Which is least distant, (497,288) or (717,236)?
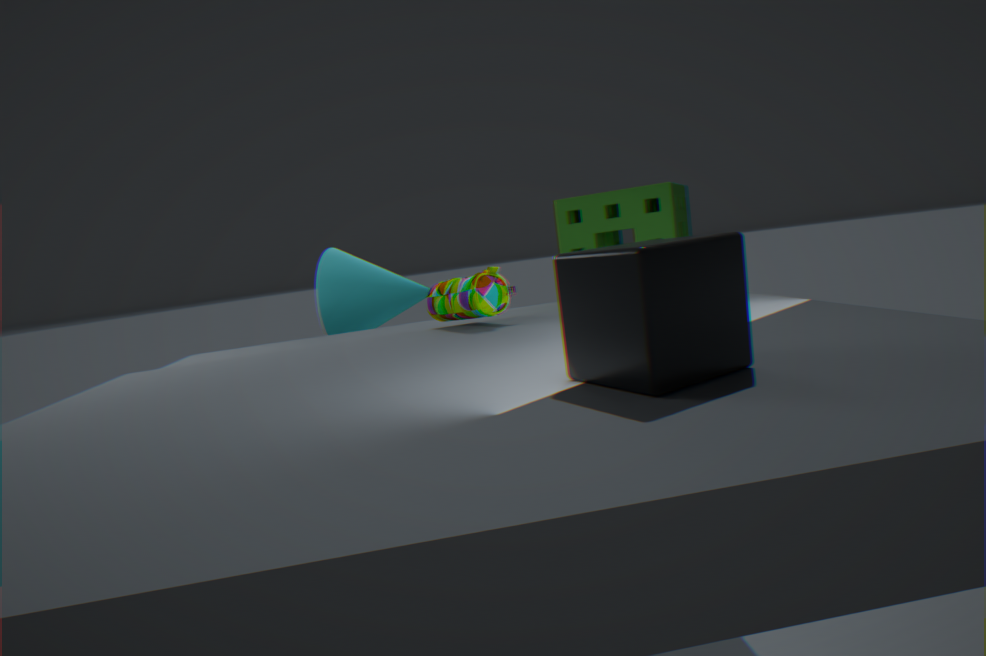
(717,236)
